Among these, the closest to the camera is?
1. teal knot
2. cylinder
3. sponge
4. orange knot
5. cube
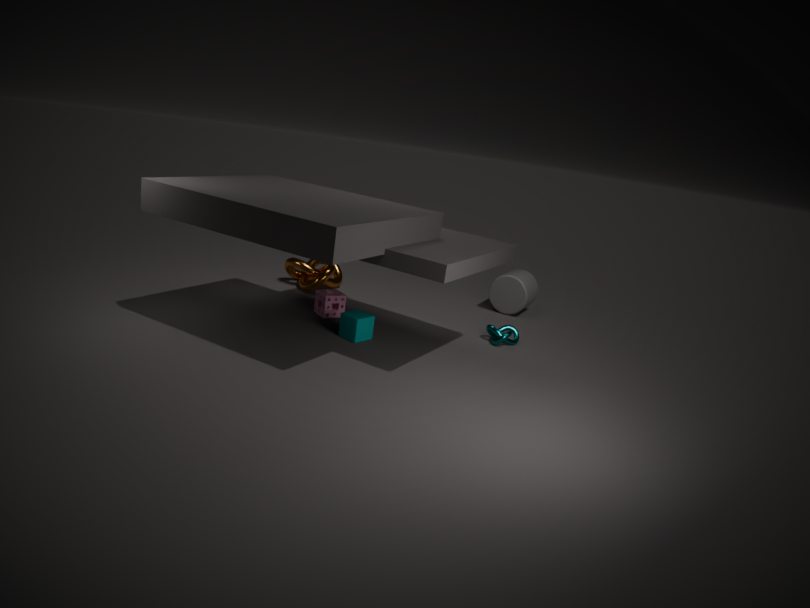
cube
